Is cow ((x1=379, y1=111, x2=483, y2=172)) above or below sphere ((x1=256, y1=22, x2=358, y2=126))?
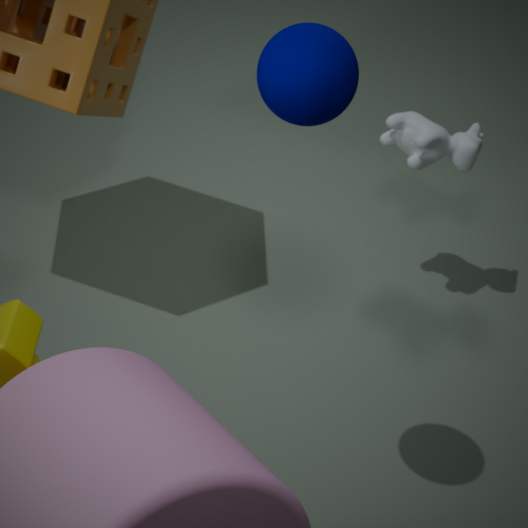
below
